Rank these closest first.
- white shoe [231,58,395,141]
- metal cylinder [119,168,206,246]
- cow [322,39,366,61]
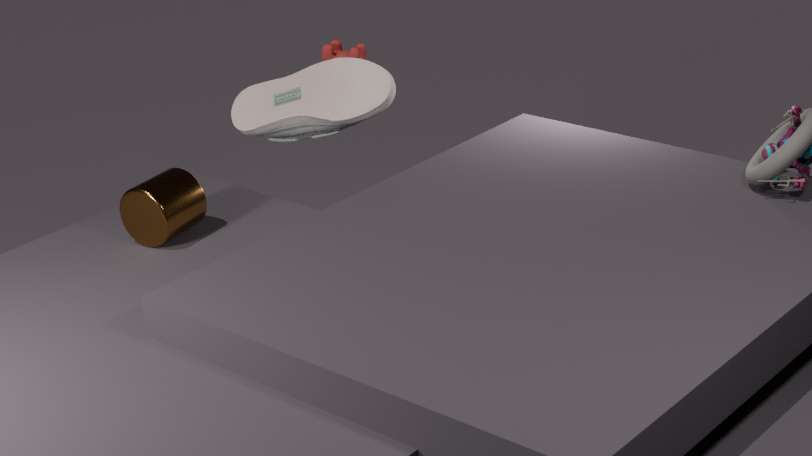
metal cylinder [119,168,206,246] < white shoe [231,58,395,141] < cow [322,39,366,61]
